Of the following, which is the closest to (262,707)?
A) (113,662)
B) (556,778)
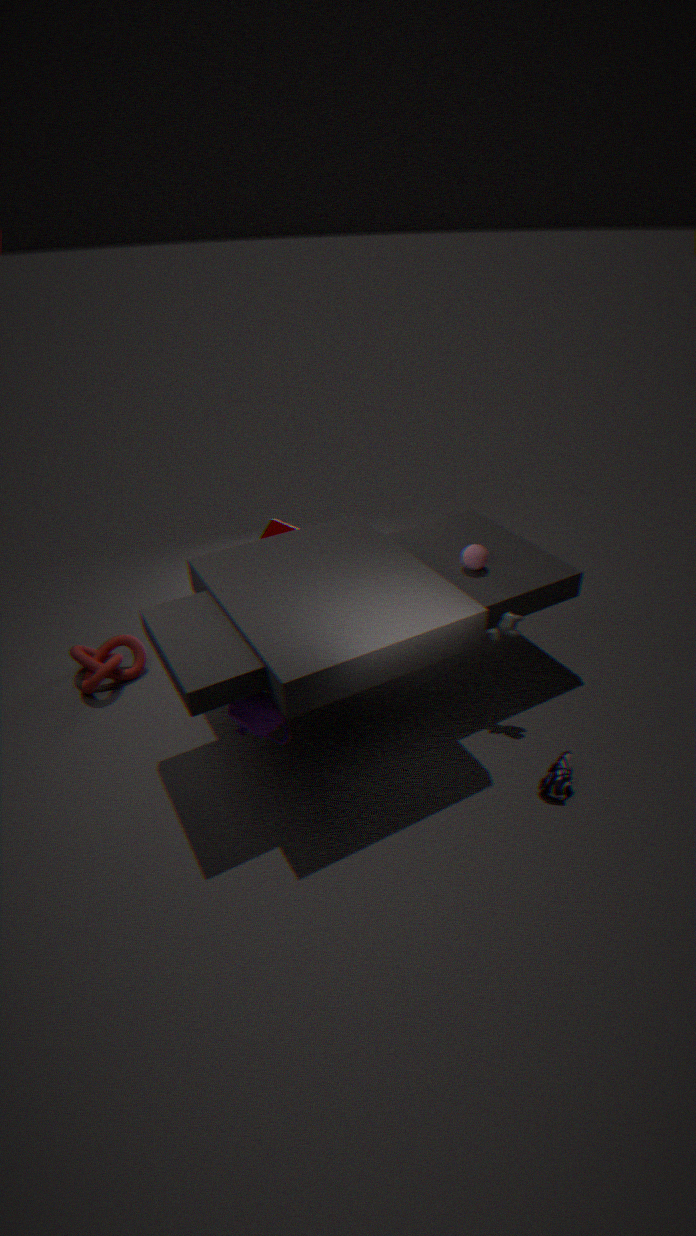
(113,662)
